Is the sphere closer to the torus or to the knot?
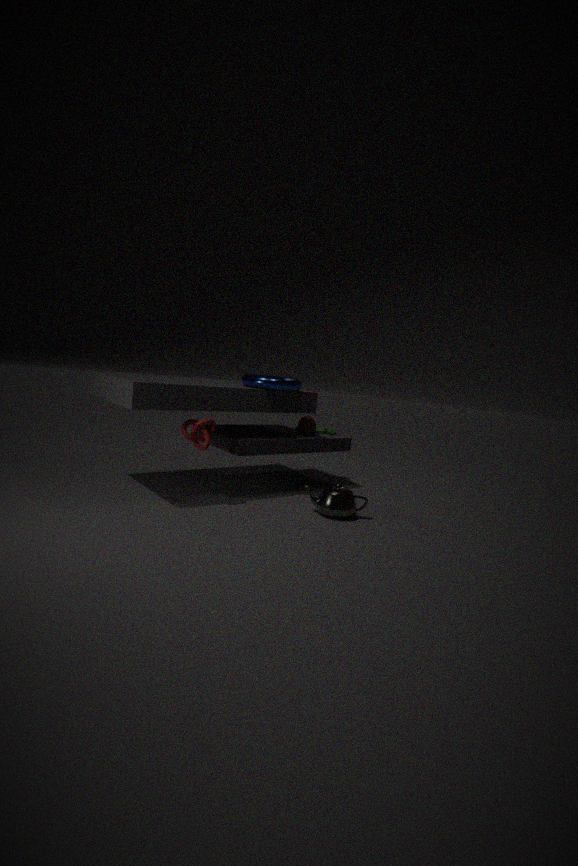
the torus
